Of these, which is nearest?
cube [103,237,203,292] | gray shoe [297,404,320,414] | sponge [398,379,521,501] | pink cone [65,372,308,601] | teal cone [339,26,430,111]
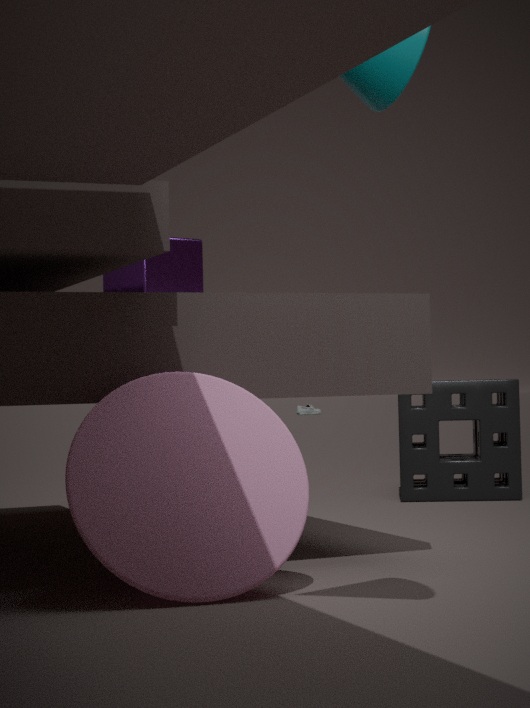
teal cone [339,26,430,111]
